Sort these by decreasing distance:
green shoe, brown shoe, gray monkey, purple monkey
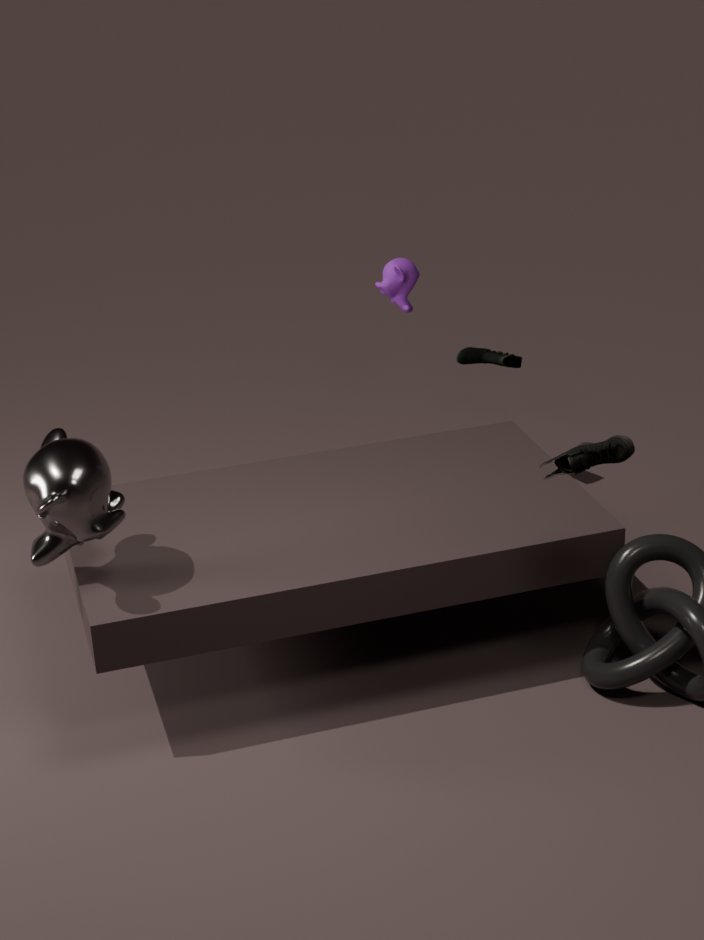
green shoe → purple monkey → gray monkey → brown shoe
